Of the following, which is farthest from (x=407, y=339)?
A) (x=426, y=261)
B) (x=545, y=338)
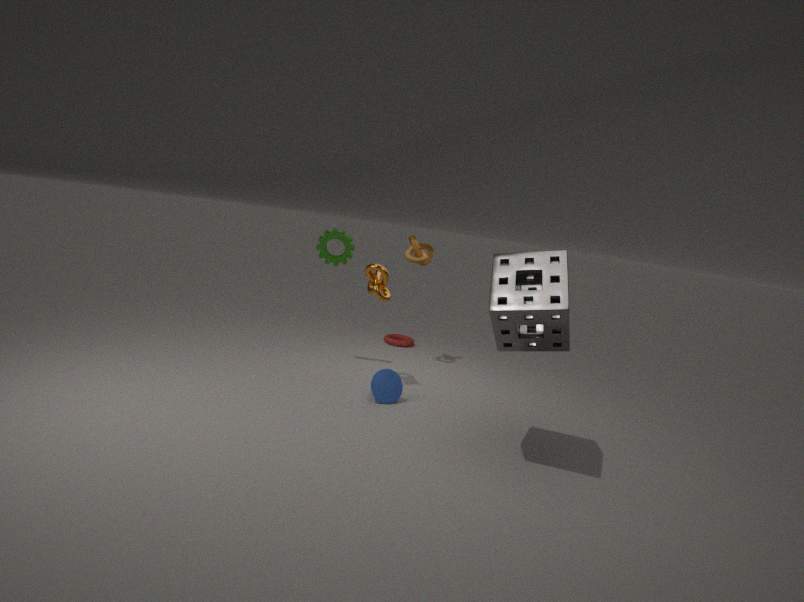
(x=545, y=338)
